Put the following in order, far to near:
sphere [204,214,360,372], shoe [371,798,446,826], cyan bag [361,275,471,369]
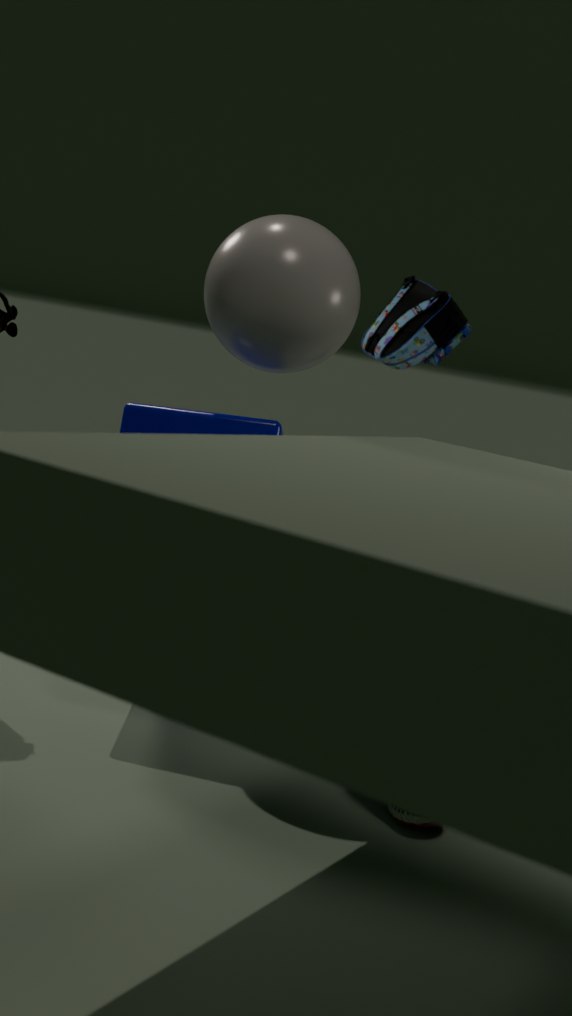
1. cyan bag [361,275,471,369]
2. sphere [204,214,360,372]
3. shoe [371,798,446,826]
